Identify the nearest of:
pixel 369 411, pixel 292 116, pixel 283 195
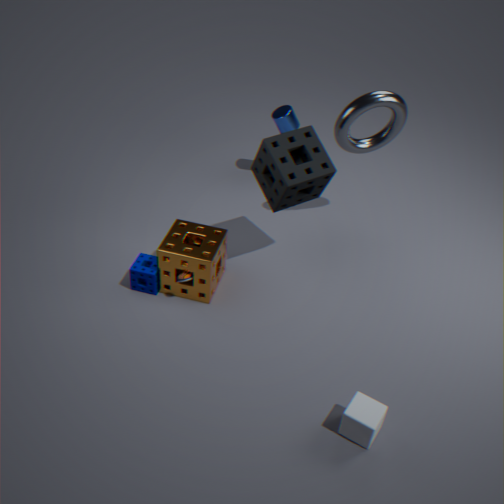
pixel 369 411
